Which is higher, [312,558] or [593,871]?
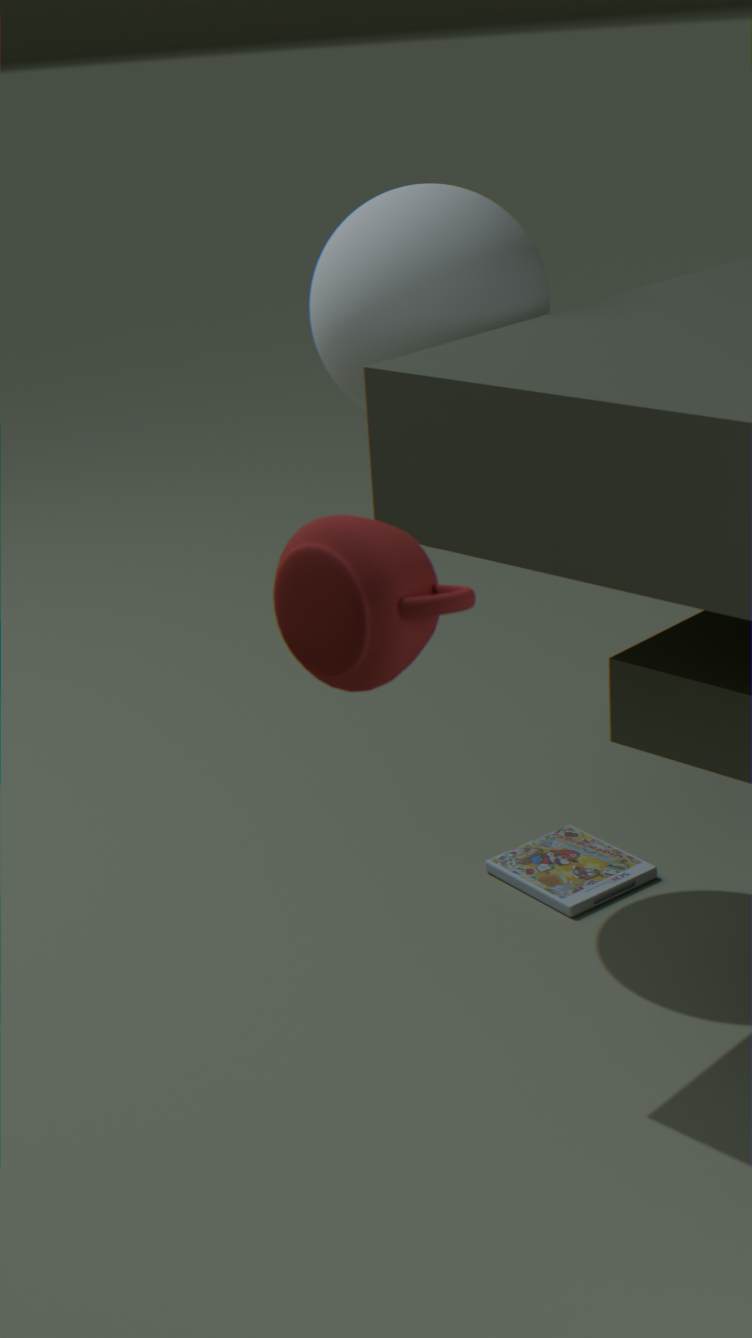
[312,558]
